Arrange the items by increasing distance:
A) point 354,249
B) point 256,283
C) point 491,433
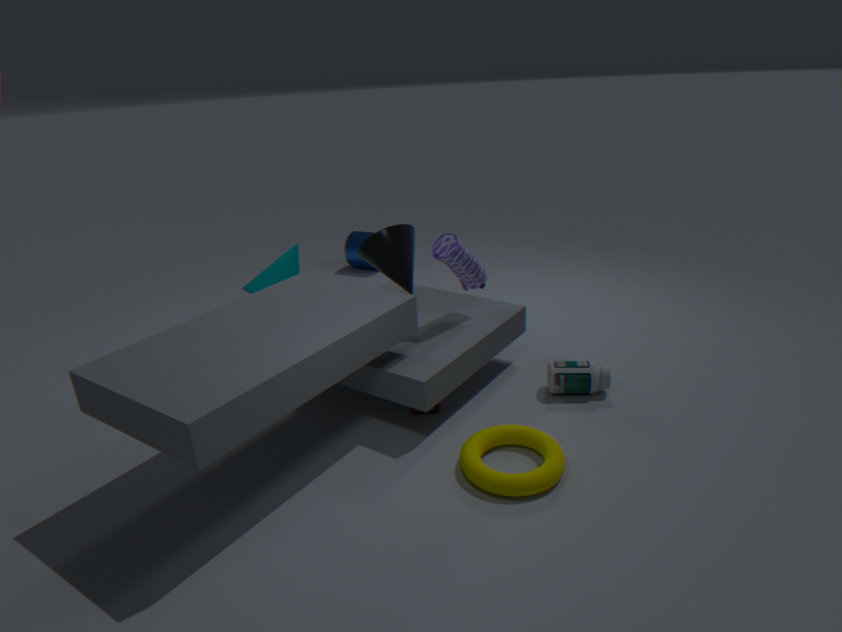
point 491,433, point 256,283, point 354,249
